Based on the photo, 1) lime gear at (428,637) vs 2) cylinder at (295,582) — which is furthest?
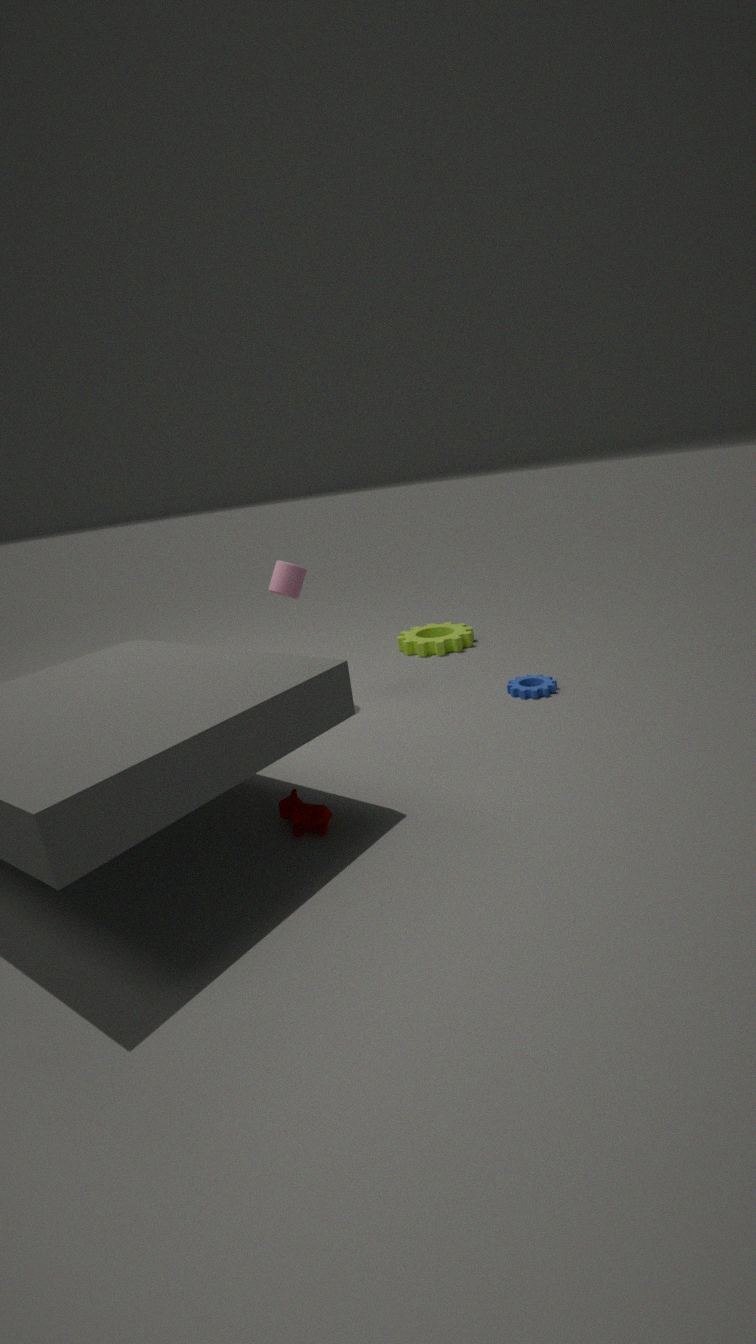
1. lime gear at (428,637)
